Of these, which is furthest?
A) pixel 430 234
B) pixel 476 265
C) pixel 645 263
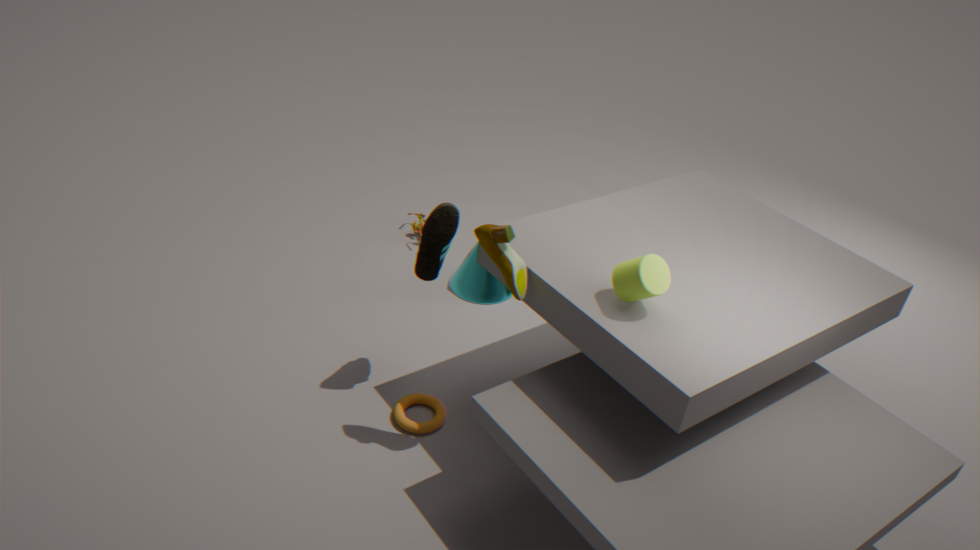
pixel 476 265
